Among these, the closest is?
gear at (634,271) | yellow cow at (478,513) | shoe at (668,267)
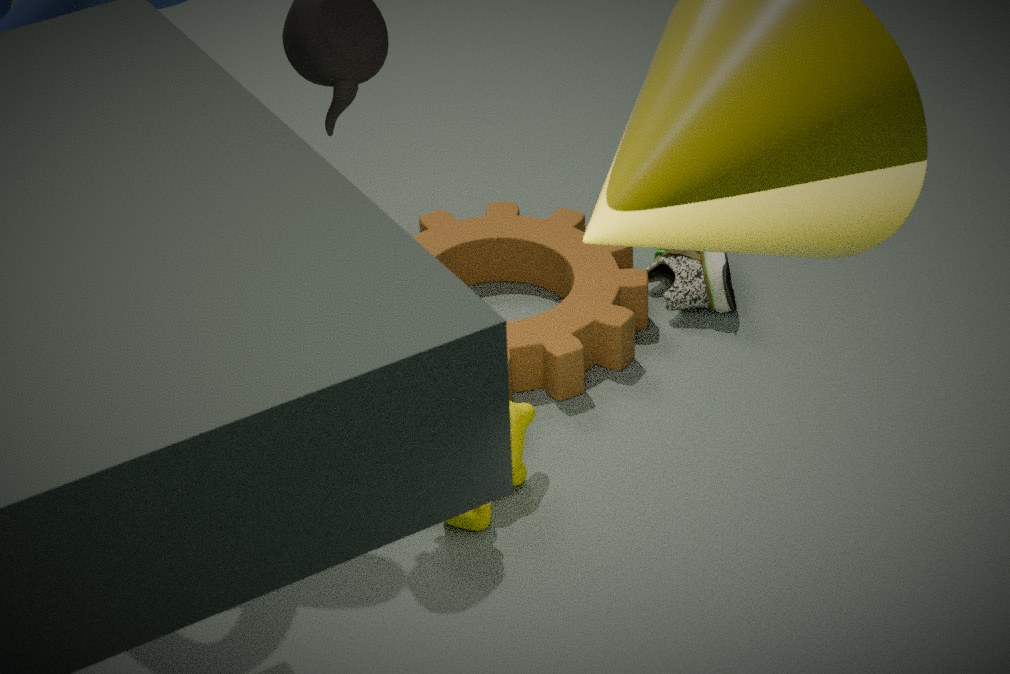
yellow cow at (478,513)
